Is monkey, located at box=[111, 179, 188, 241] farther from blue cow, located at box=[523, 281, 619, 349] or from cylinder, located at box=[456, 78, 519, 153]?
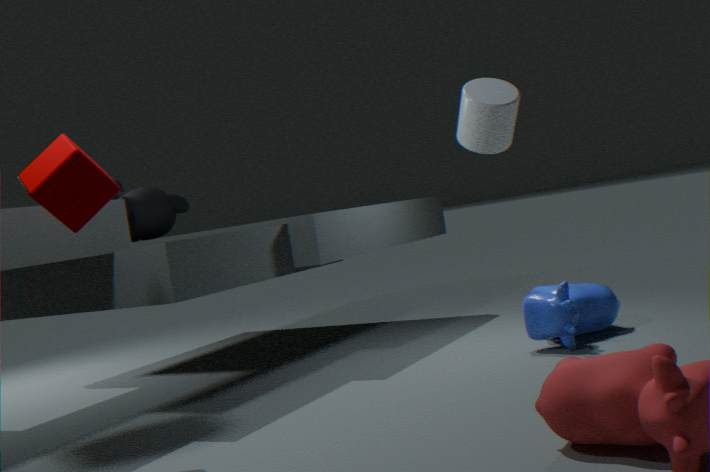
blue cow, located at box=[523, 281, 619, 349]
